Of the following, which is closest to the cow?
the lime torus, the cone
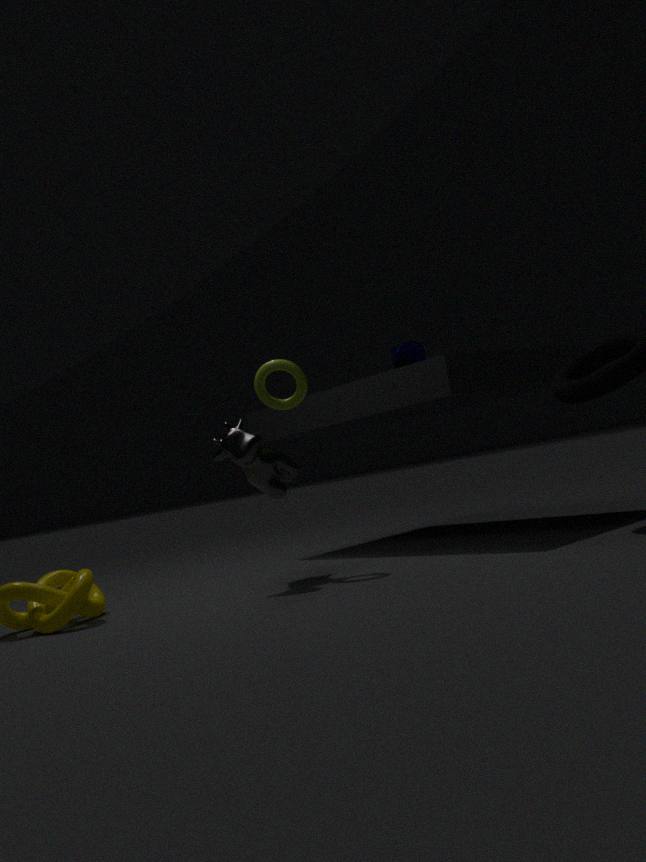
the lime torus
